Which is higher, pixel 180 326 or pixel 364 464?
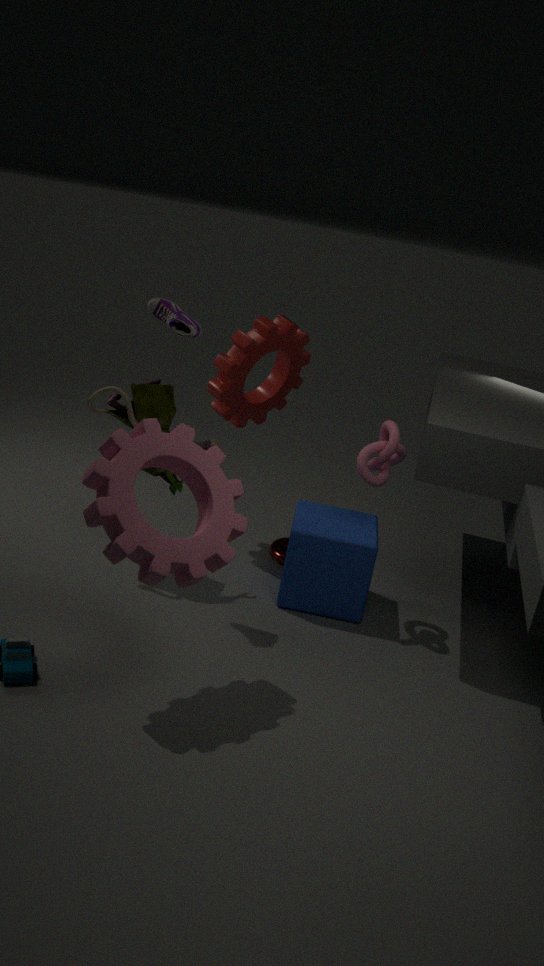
pixel 180 326
